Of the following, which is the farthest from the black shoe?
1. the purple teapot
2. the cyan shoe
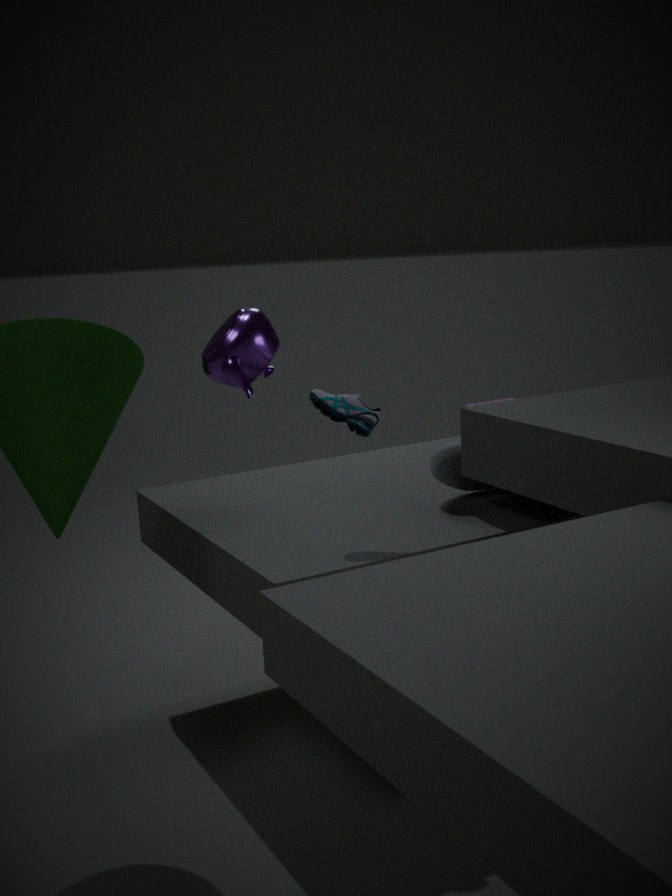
the purple teapot
